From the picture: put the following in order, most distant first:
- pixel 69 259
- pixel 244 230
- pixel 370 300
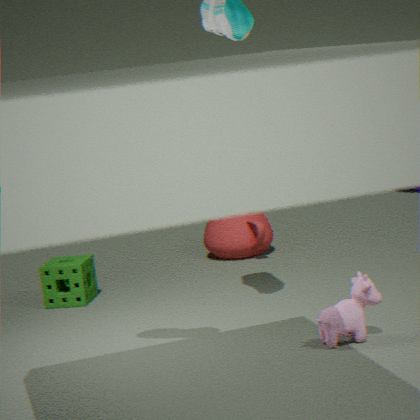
1. pixel 244 230
2. pixel 69 259
3. pixel 370 300
